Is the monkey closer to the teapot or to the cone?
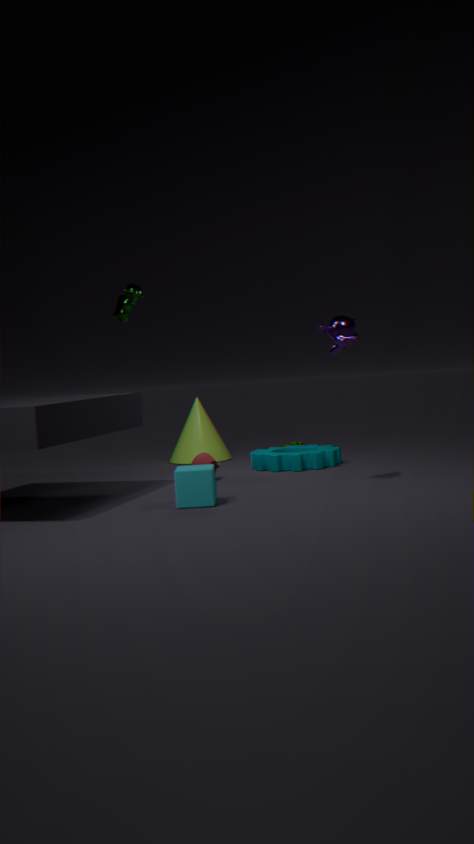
the teapot
